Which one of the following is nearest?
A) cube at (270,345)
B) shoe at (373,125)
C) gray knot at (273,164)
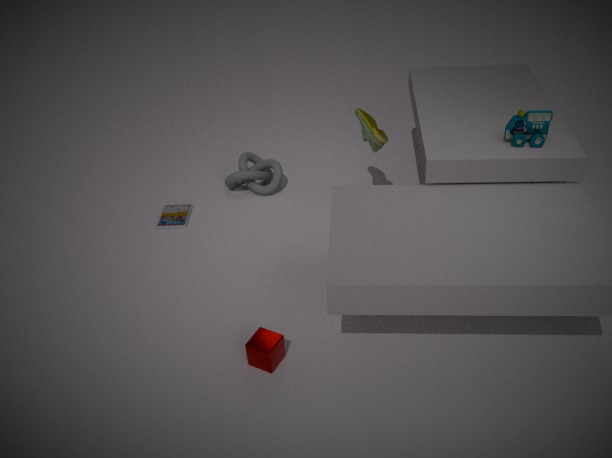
cube at (270,345)
